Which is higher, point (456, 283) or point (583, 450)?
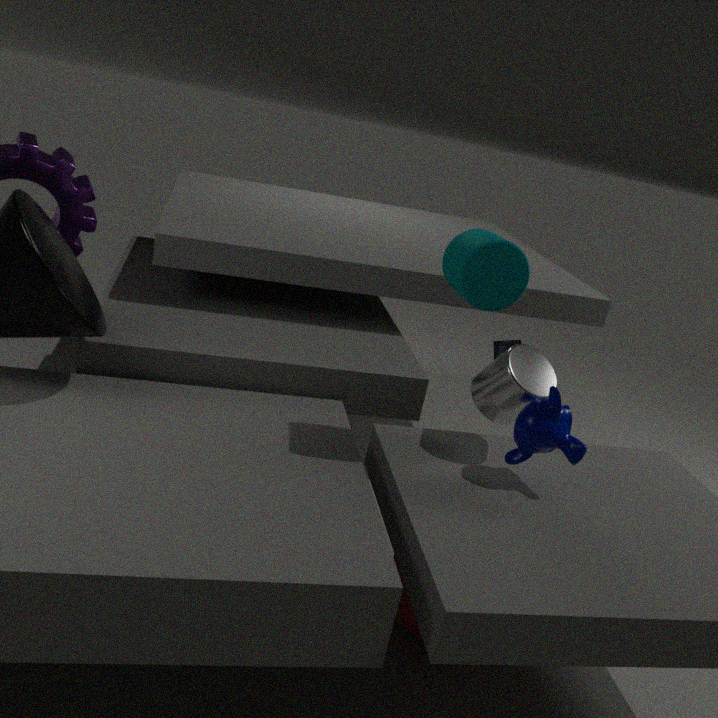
point (456, 283)
